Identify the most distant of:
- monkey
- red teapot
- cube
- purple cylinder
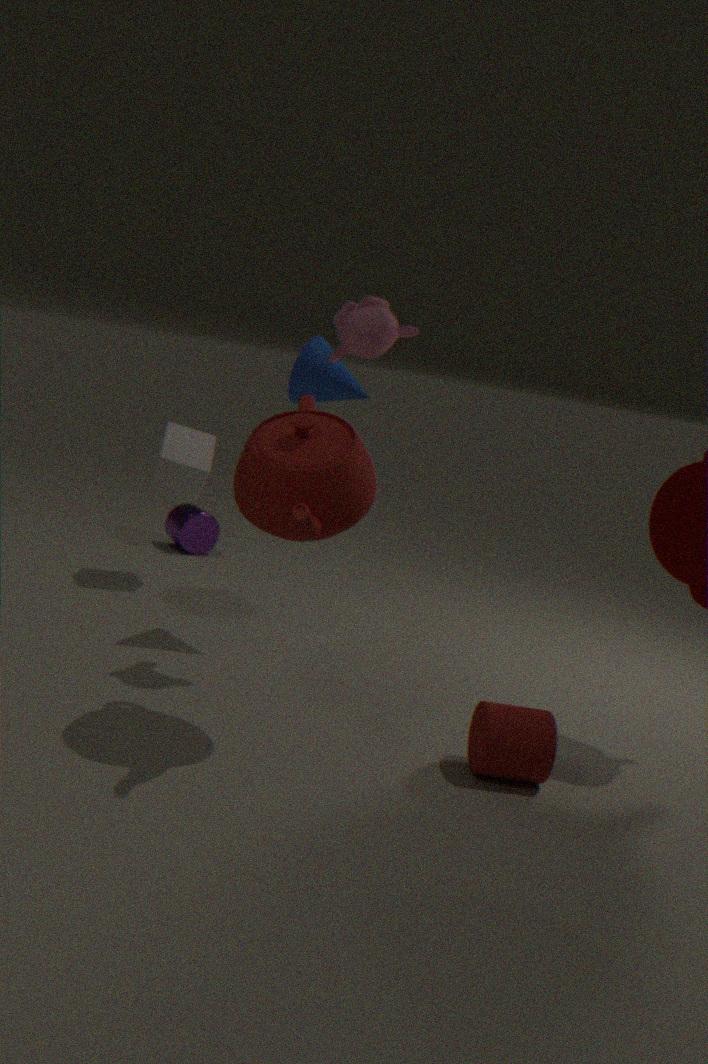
purple cylinder
